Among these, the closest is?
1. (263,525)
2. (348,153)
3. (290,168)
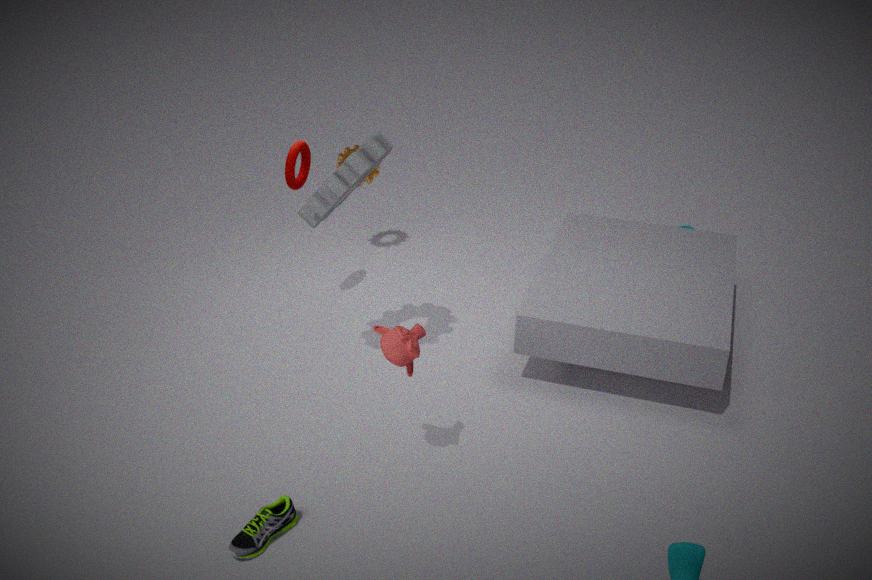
(263,525)
